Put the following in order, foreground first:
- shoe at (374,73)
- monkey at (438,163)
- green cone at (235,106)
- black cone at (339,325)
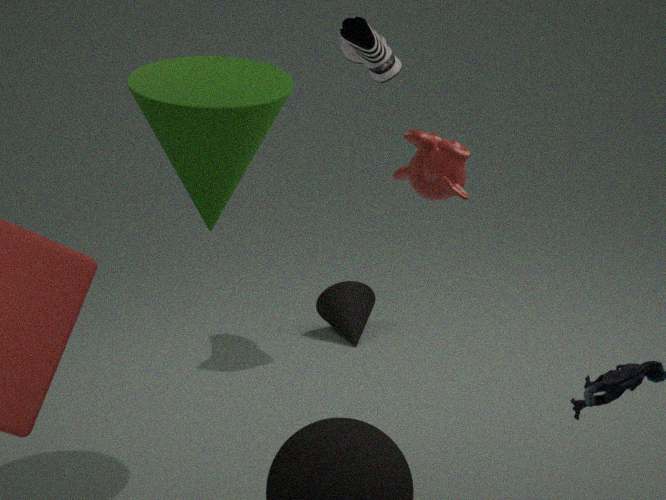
1. monkey at (438,163)
2. green cone at (235,106)
3. shoe at (374,73)
4. black cone at (339,325)
